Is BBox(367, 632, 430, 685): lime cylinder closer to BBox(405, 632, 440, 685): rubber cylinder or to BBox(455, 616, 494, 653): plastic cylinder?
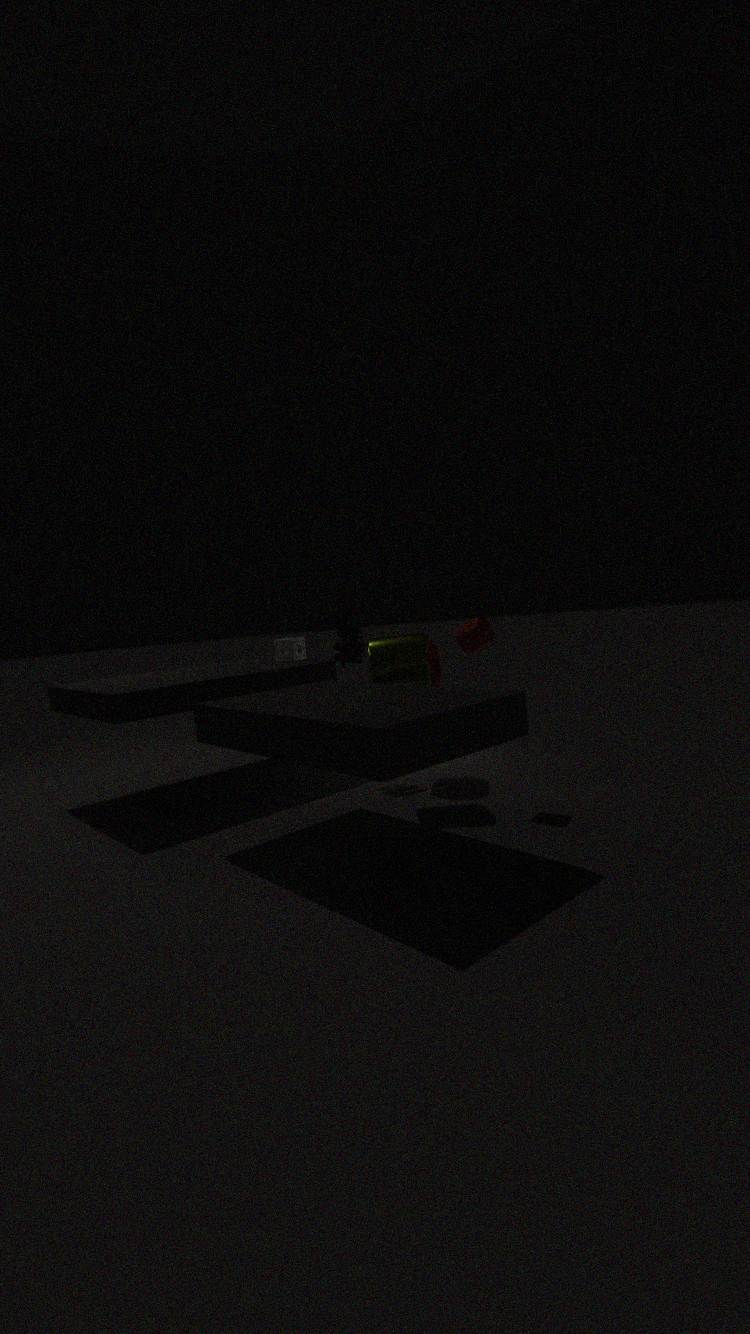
BBox(405, 632, 440, 685): rubber cylinder
